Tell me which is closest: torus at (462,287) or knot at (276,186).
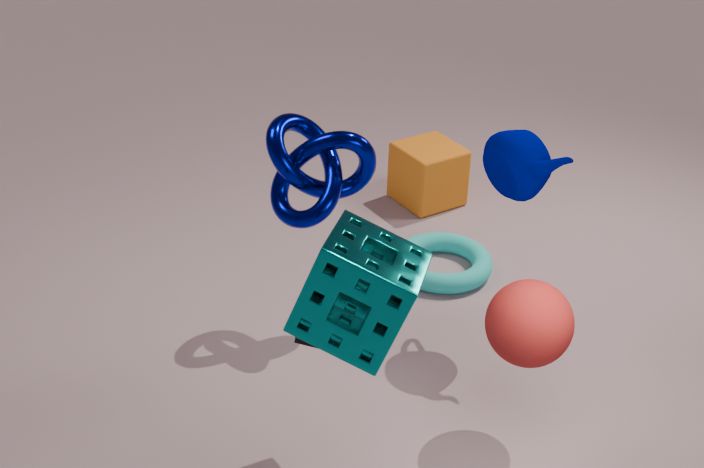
knot at (276,186)
